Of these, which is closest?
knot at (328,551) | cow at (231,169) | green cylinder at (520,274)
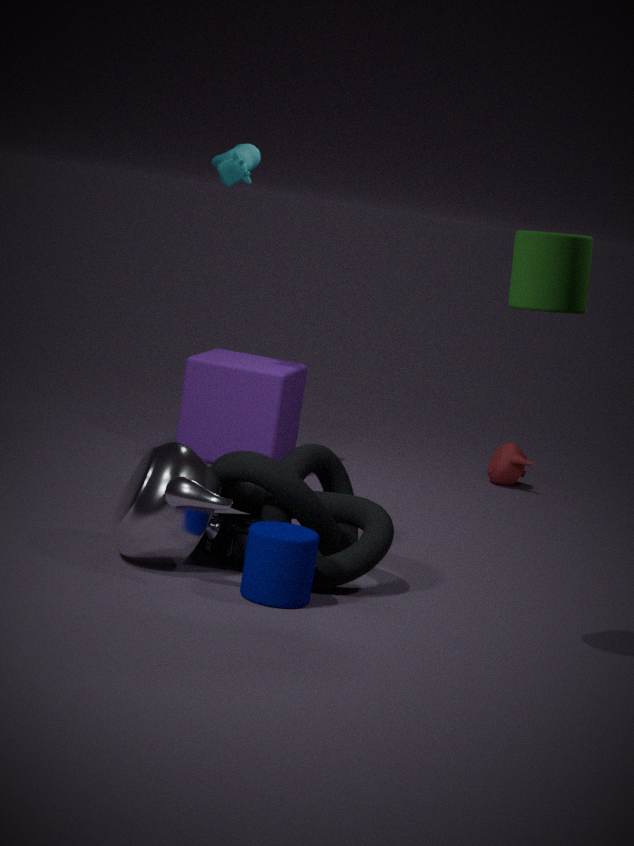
green cylinder at (520,274)
